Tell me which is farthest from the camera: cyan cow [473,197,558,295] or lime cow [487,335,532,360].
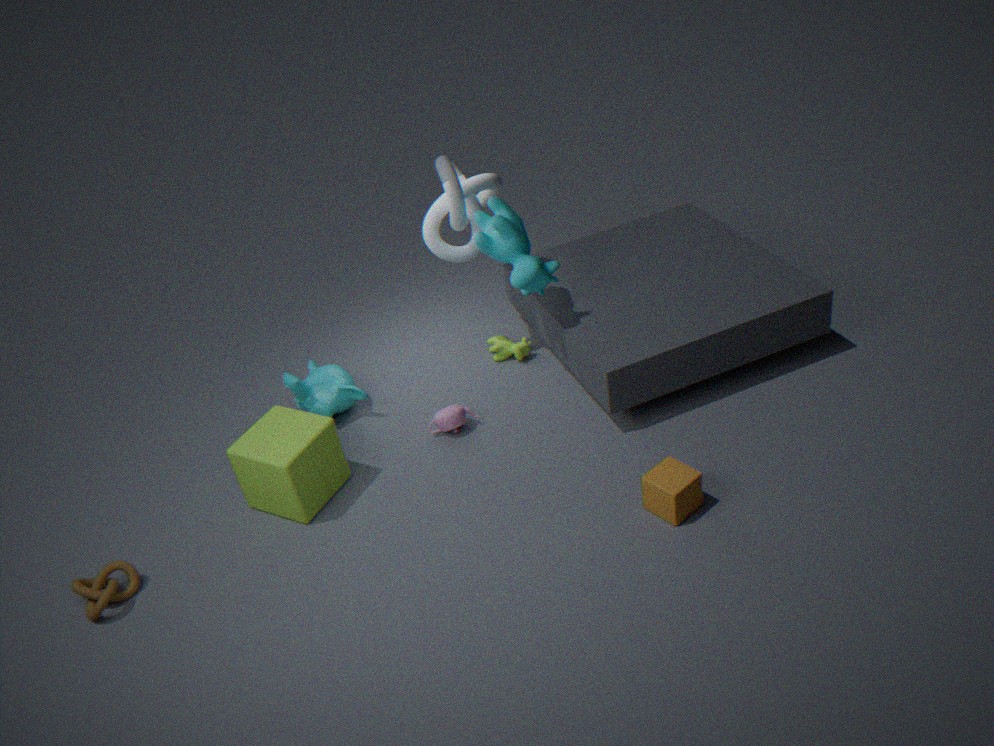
lime cow [487,335,532,360]
